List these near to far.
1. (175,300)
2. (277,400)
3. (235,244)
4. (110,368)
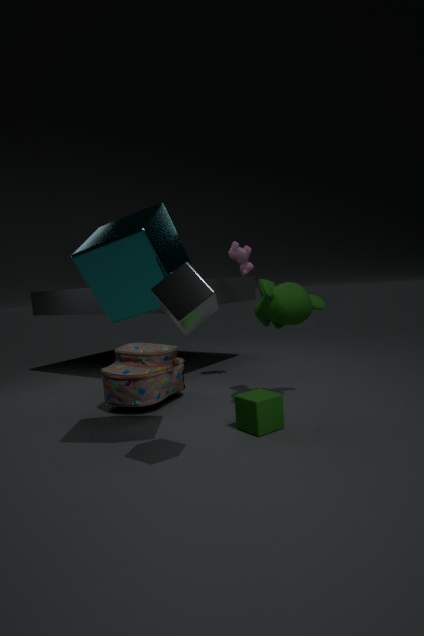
(175,300) < (277,400) < (110,368) < (235,244)
